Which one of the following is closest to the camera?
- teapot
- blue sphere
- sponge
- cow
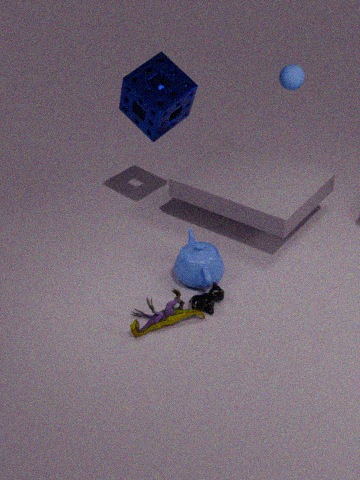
cow
